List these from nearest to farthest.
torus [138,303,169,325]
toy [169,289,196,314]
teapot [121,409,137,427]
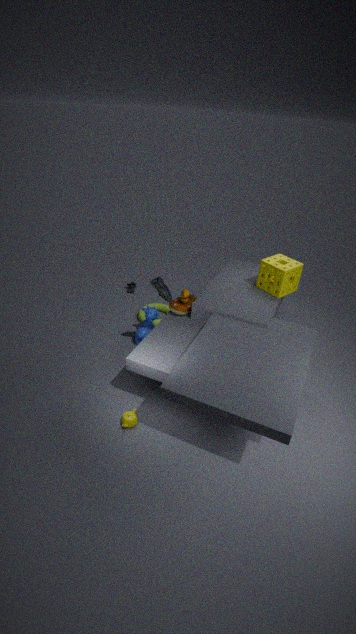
teapot [121,409,137,427]
toy [169,289,196,314]
torus [138,303,169,325]
